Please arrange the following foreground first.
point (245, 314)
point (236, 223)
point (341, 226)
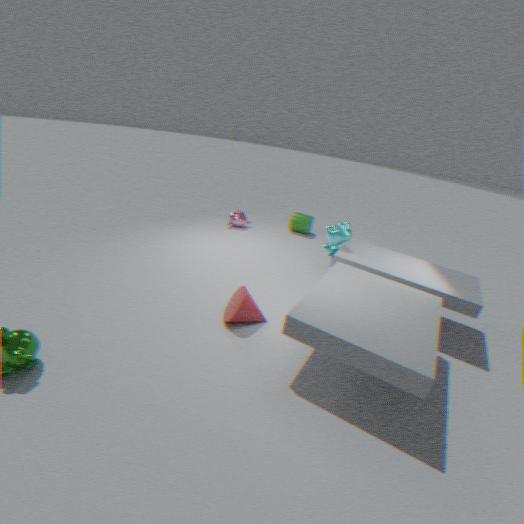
point (245, 314) < point (341, 226) < point (236, 223)
